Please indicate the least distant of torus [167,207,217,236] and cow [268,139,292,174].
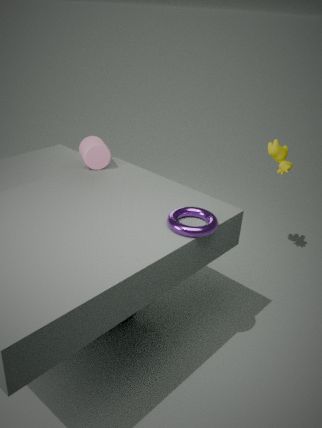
torus [167,207,217,236]
